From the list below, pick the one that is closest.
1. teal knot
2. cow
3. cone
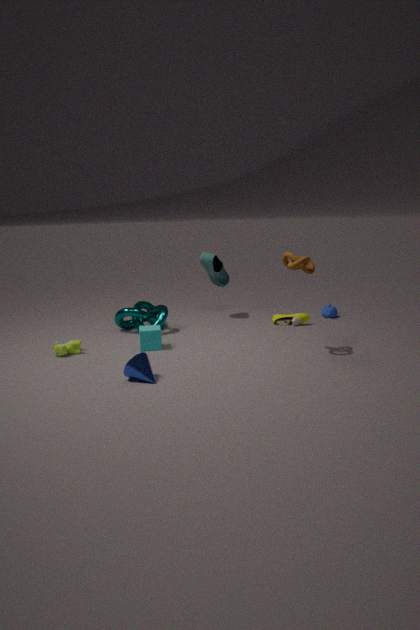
cone
